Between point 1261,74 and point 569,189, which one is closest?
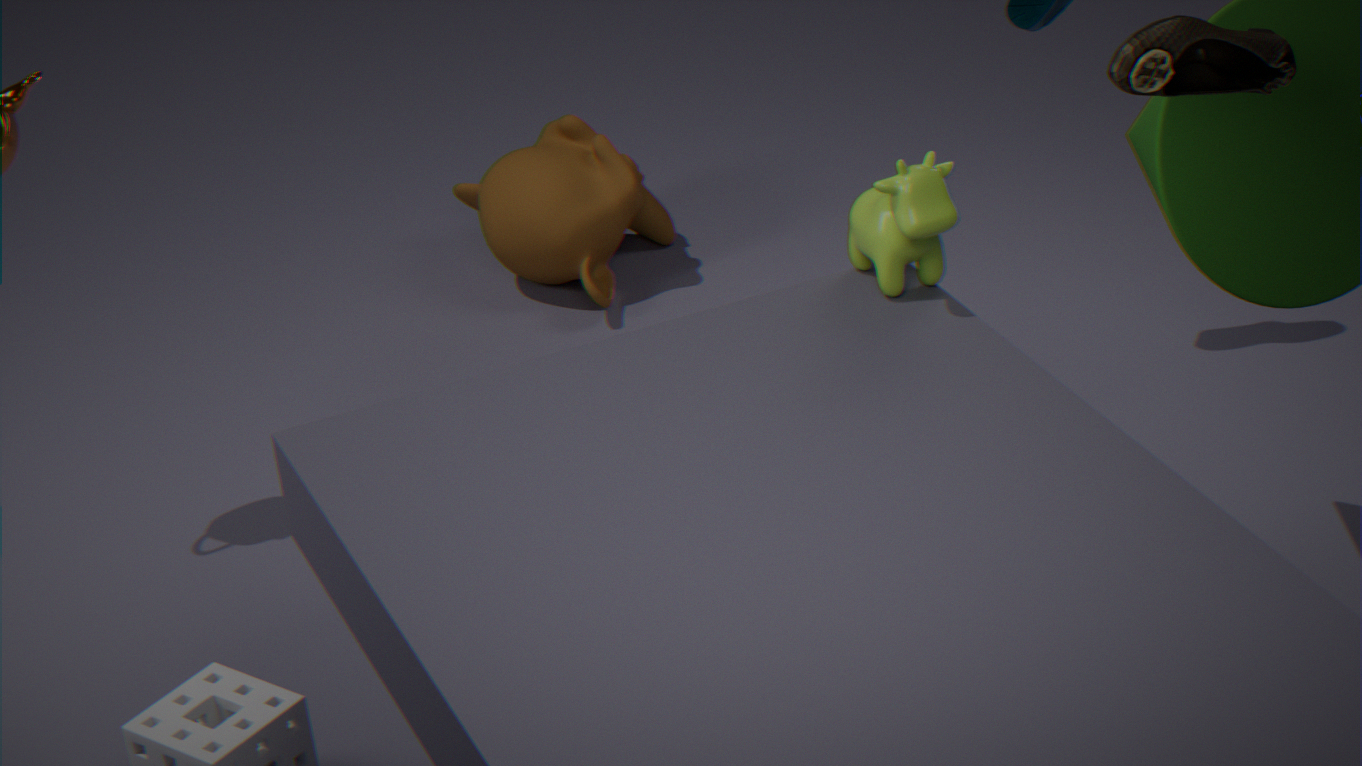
point 1261,74
